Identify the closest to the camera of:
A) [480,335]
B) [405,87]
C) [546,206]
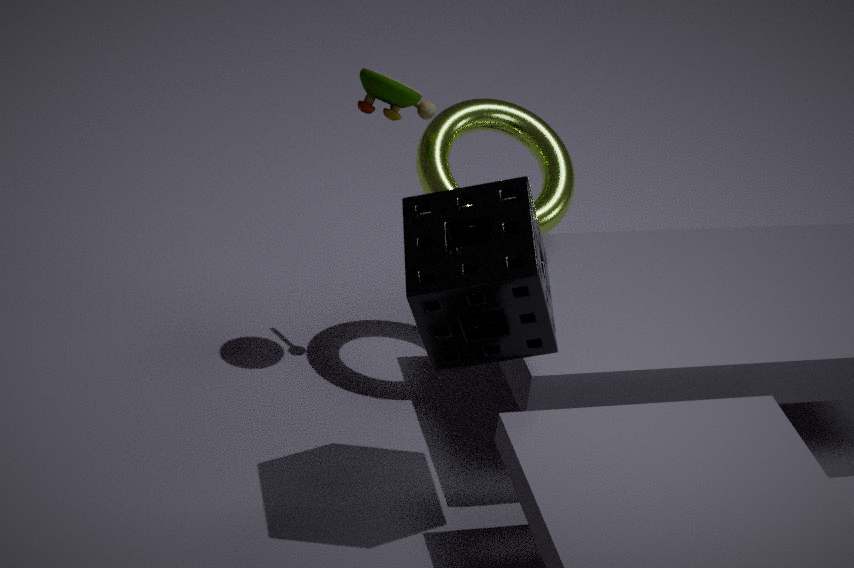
[480,335]
